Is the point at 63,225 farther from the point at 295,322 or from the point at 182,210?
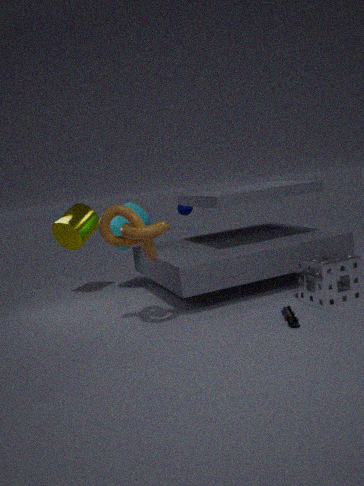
the point at 295,322
